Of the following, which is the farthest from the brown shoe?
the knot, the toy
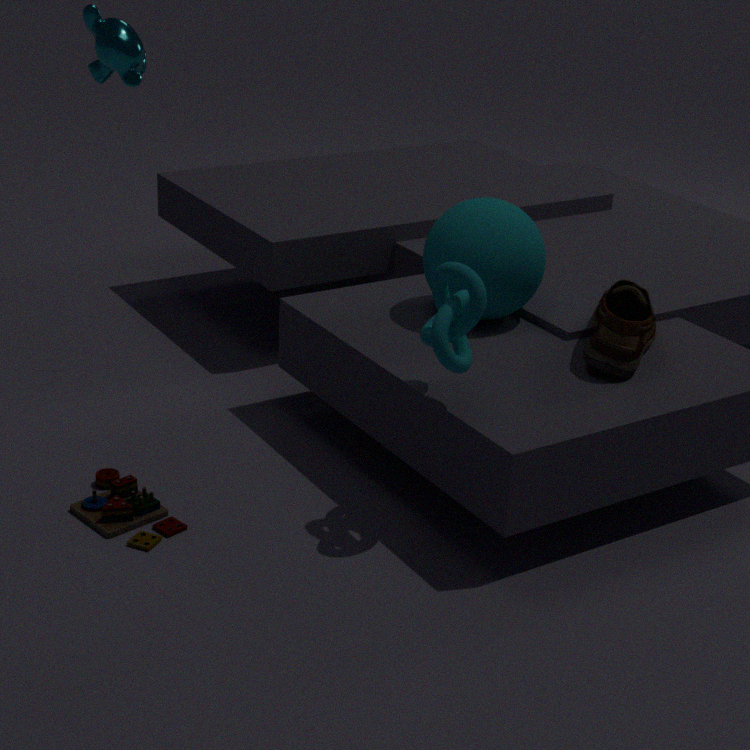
the toy
